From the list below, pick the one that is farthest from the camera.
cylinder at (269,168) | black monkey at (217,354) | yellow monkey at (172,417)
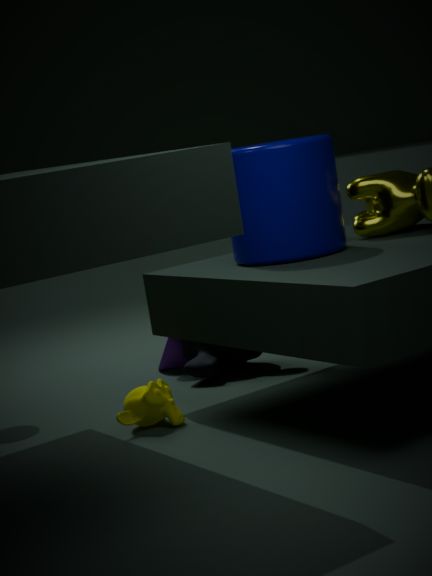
black monkey at (217,354)
